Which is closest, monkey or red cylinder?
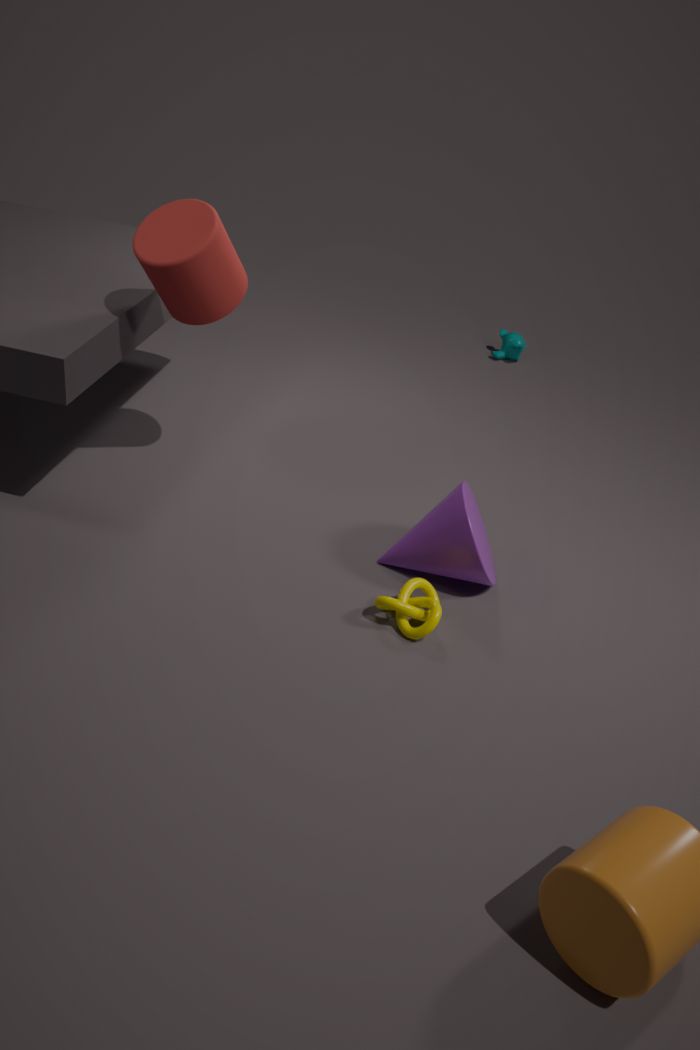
red cylinder
